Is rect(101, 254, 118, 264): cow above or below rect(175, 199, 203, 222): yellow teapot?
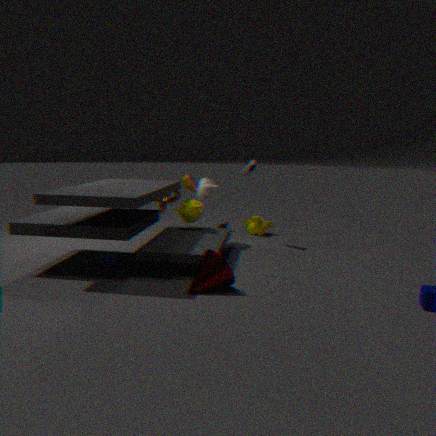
below
